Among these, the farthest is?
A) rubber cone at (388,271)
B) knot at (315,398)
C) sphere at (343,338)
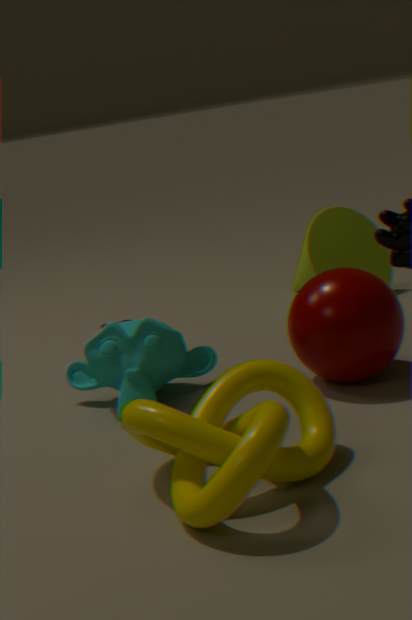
rubber cone at (388,271)
